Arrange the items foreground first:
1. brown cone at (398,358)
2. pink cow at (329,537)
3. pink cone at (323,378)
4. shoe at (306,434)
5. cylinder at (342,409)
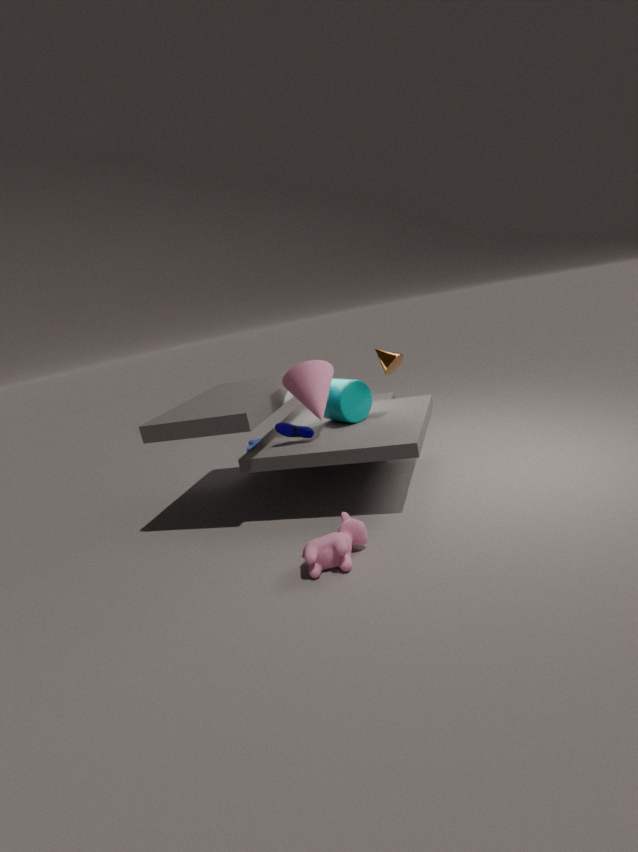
pink cow at (329,537) → pink cone at (323,378) → shoe at (306,434) → brown cone at (398,358) → cylinder at (342,409)
